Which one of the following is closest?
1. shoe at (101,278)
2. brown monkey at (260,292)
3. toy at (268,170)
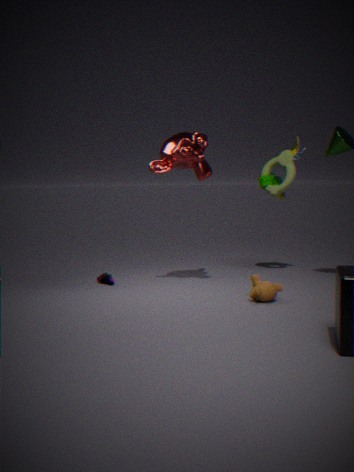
brown monkey at (260,292)
